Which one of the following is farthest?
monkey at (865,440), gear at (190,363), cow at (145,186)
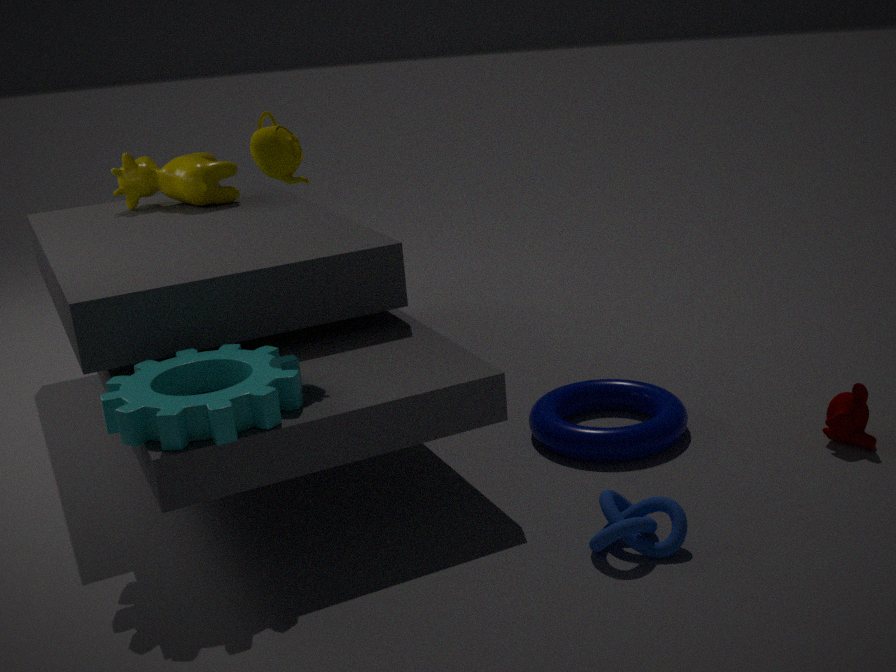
cow at (145,186)
